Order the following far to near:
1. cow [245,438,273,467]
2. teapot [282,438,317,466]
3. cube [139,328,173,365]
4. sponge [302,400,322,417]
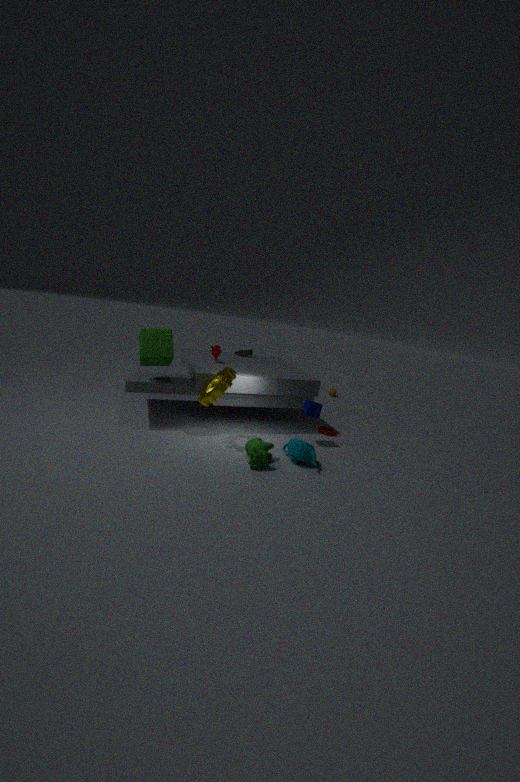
sponge [302,400,322,417] < cube [139,328,173,365] < teapot [282,438,317,466] < cow [245,438,273,467]
